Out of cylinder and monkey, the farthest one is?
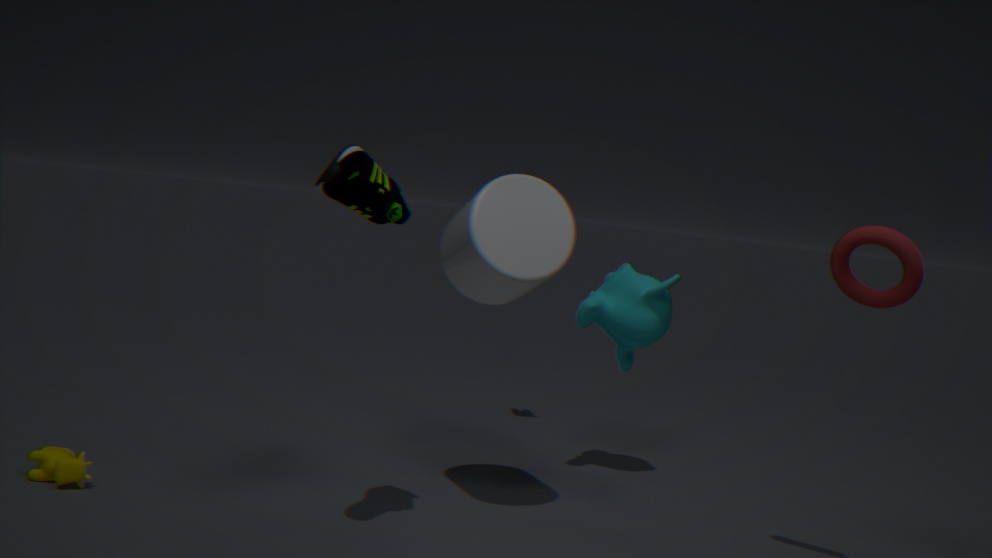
monkey
